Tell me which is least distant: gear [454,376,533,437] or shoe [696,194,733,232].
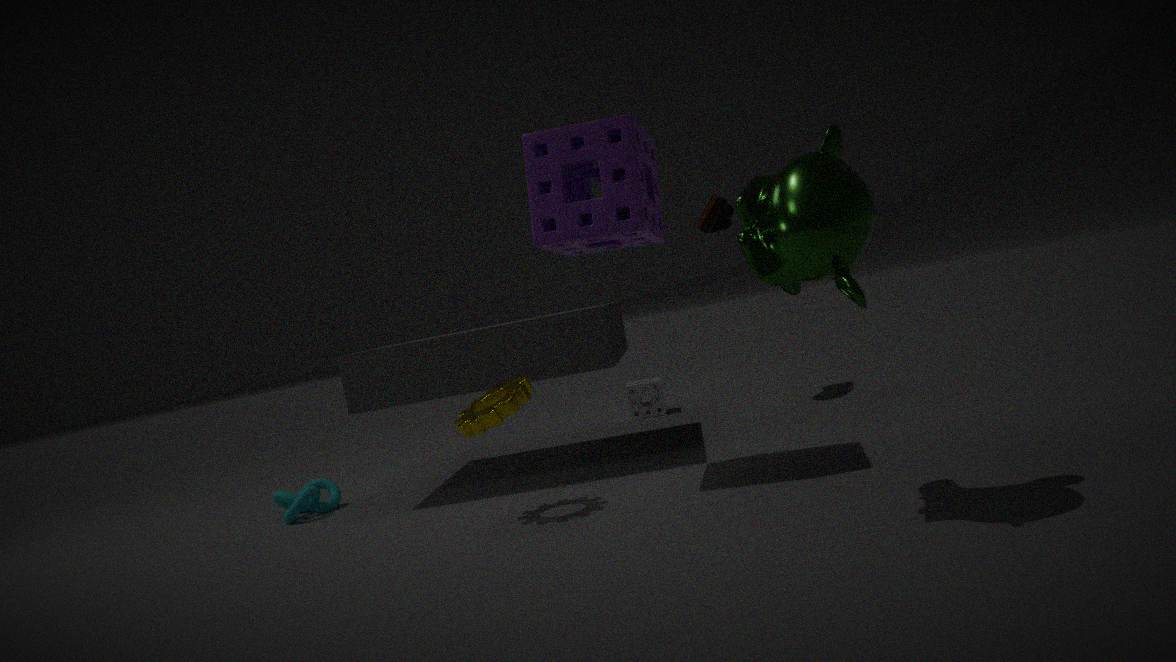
gear [454,376,533,437]
